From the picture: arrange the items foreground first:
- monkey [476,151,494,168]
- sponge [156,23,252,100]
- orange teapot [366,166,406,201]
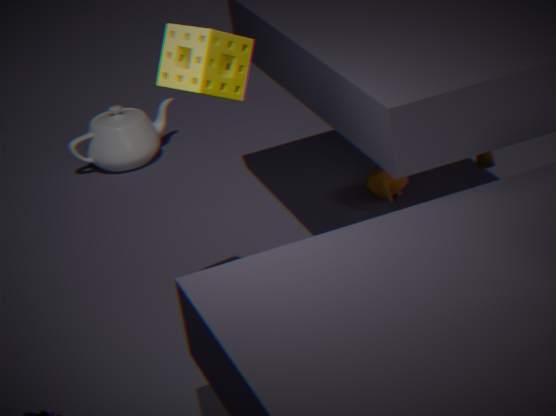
sponge [156,23,252,100]
monkey [476,151,494,168]
orange teapot [366,166,406,201]
